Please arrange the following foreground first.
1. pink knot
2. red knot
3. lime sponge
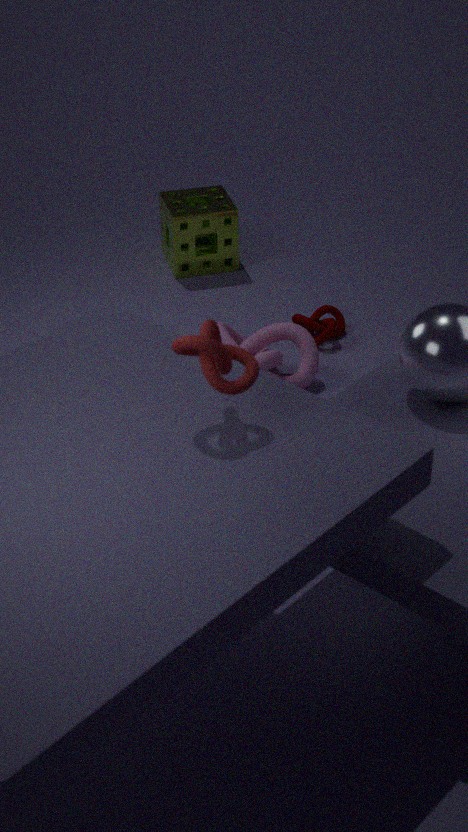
red knot
pink knot
lime sponge
